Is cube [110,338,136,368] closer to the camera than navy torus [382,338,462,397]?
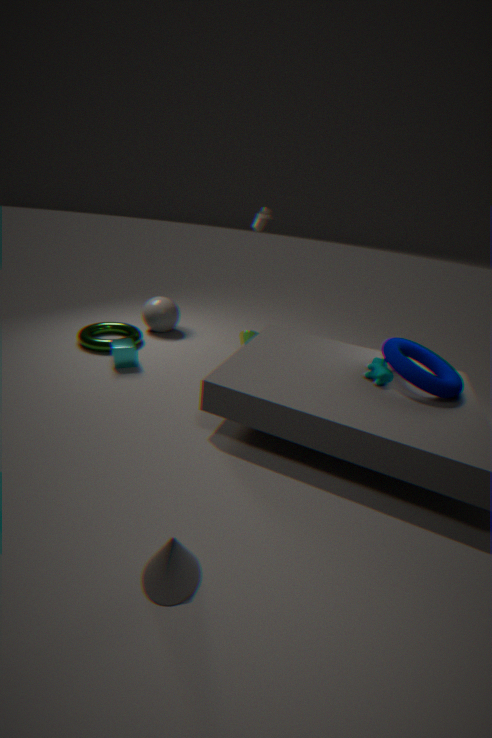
No
